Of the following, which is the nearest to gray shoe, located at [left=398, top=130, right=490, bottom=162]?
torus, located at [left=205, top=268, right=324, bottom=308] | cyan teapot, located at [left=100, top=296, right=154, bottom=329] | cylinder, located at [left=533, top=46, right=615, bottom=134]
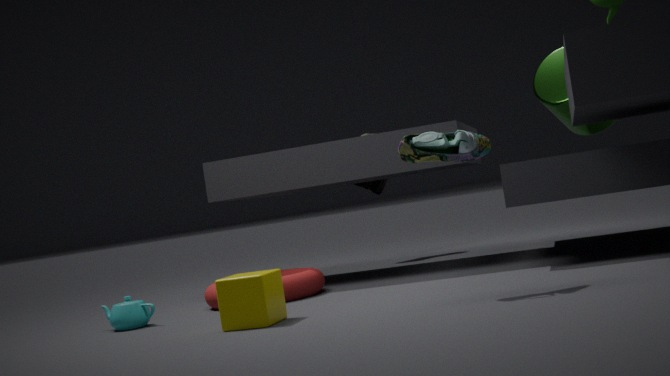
torus, located at [left=205, top=268, right=324, bottom=308]
